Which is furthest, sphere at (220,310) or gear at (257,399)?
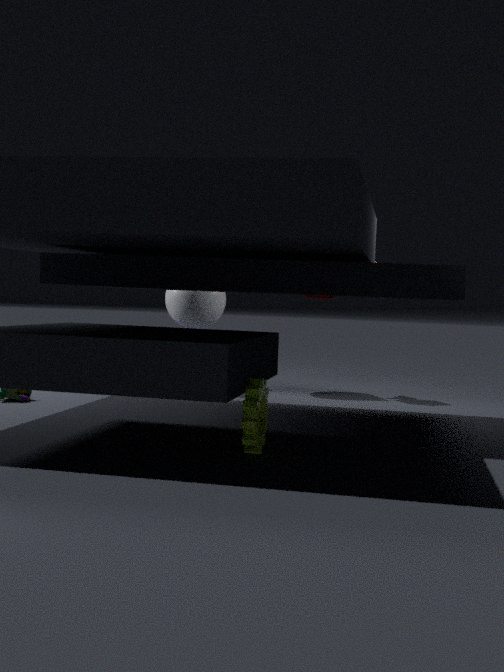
sphere at (220,310)
